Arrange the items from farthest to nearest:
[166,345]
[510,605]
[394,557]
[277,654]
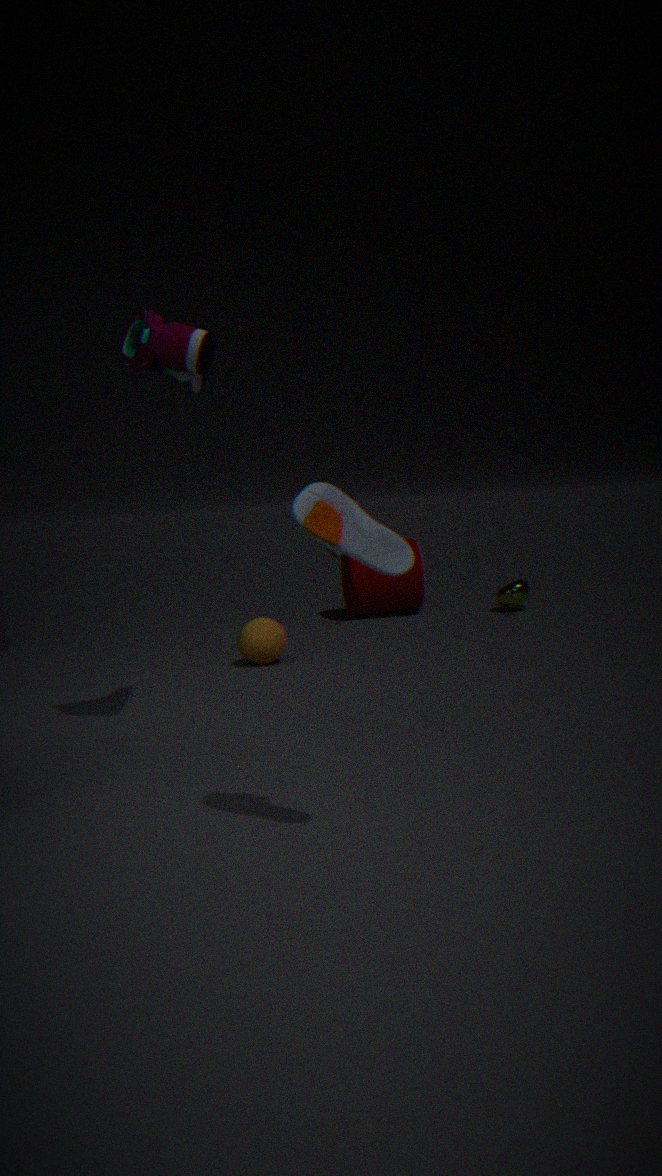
[510,605] → [277,654] → [166,345] → [394,557]
